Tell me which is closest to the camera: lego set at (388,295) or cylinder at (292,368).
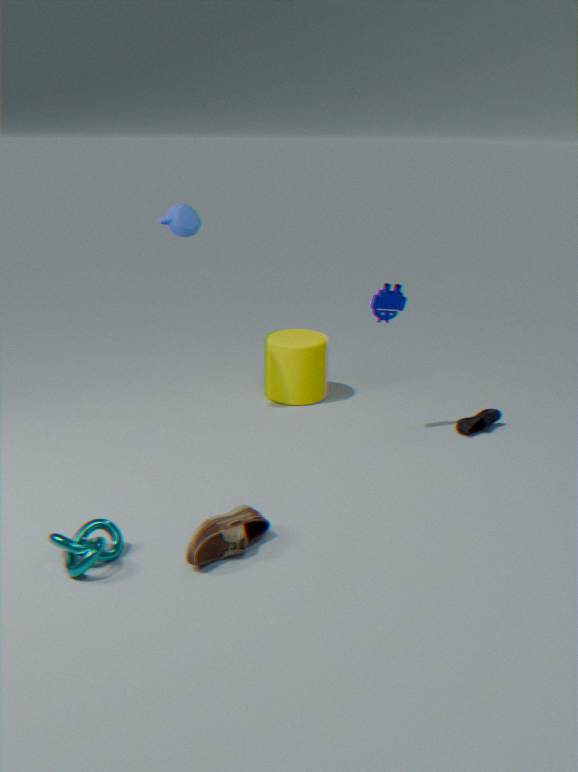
lego set at (388,295)
